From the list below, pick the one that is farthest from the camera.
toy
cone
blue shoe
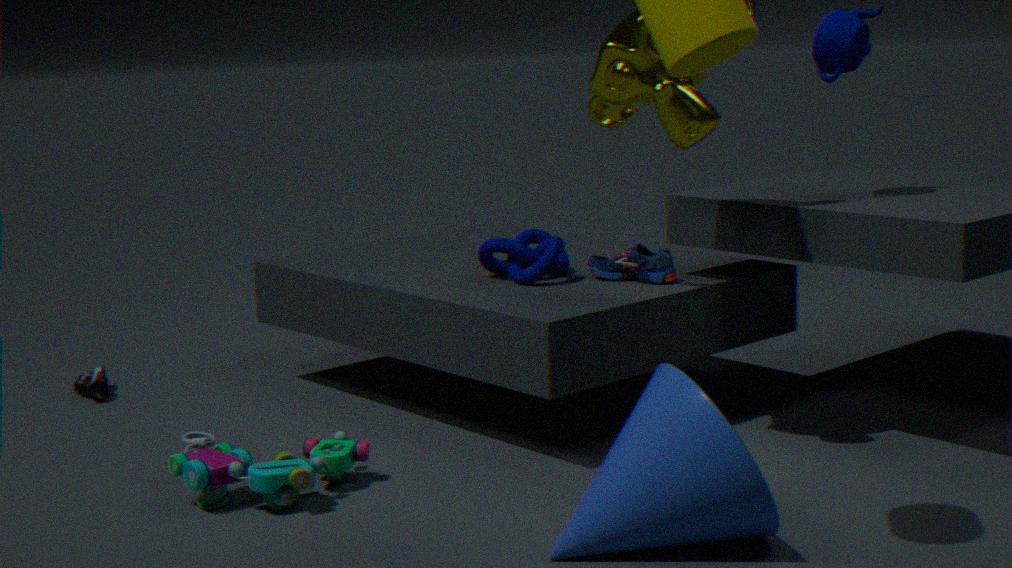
blue shoe
